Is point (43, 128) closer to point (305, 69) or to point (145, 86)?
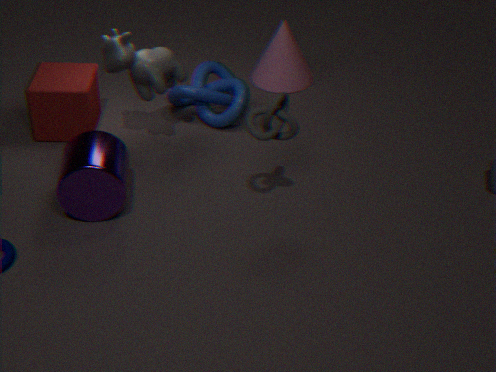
point (145, 86)
